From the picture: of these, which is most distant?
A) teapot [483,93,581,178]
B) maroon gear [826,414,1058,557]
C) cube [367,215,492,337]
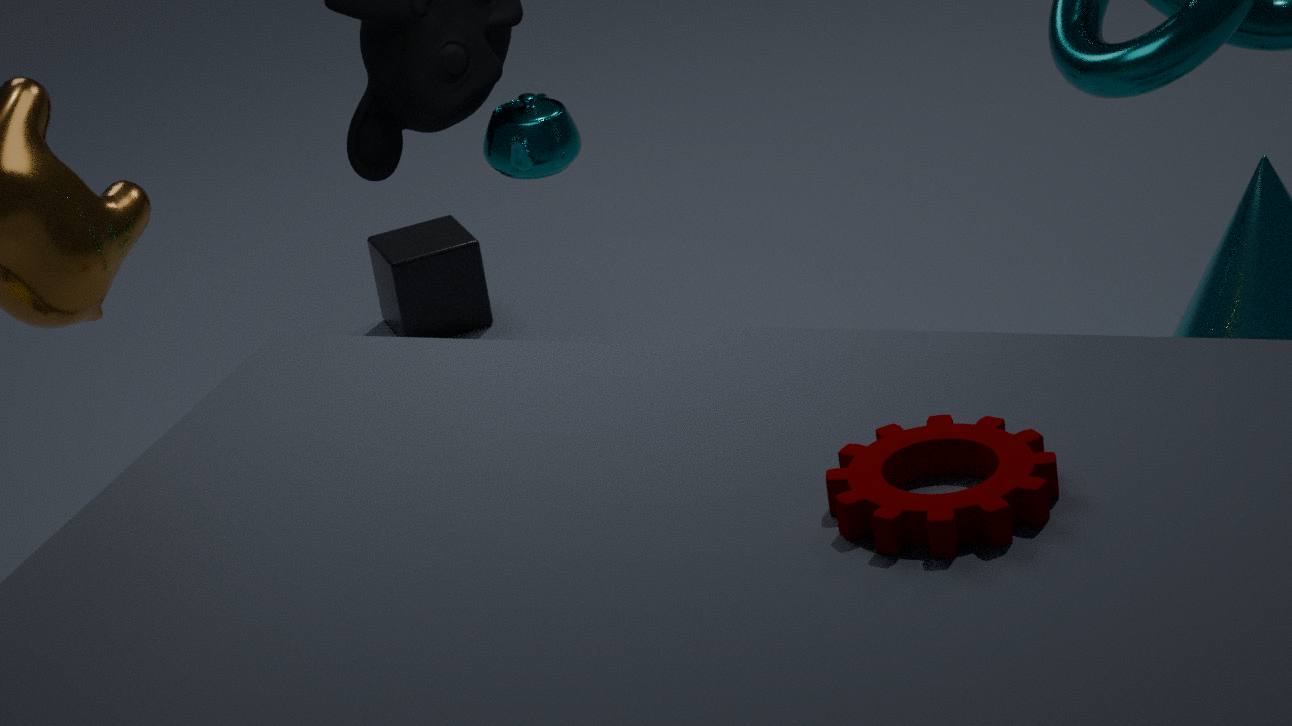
cube [367,215,492,337]
